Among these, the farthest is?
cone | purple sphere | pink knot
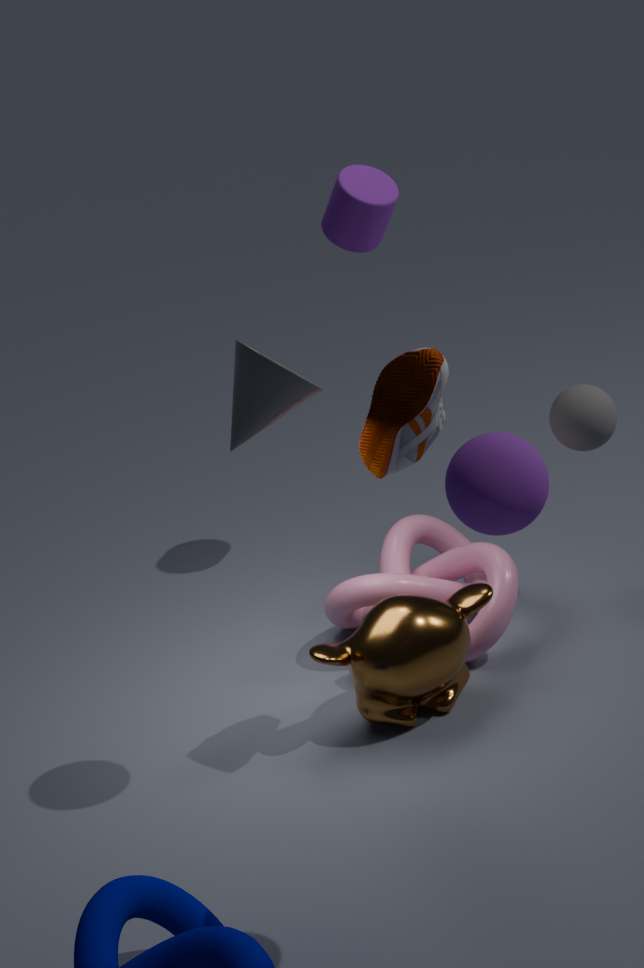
pink knot
